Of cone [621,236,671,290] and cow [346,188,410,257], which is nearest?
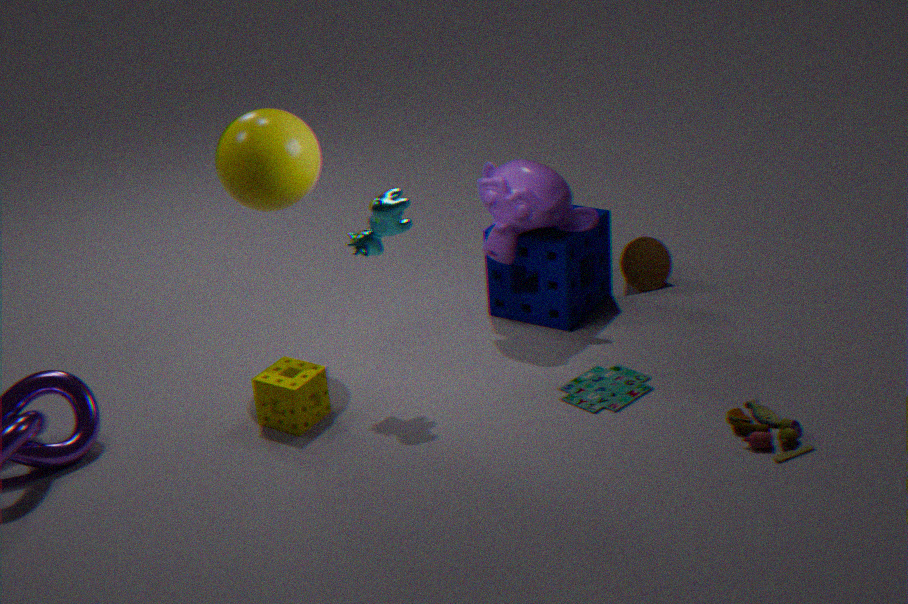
cow [346,188,410,257]
